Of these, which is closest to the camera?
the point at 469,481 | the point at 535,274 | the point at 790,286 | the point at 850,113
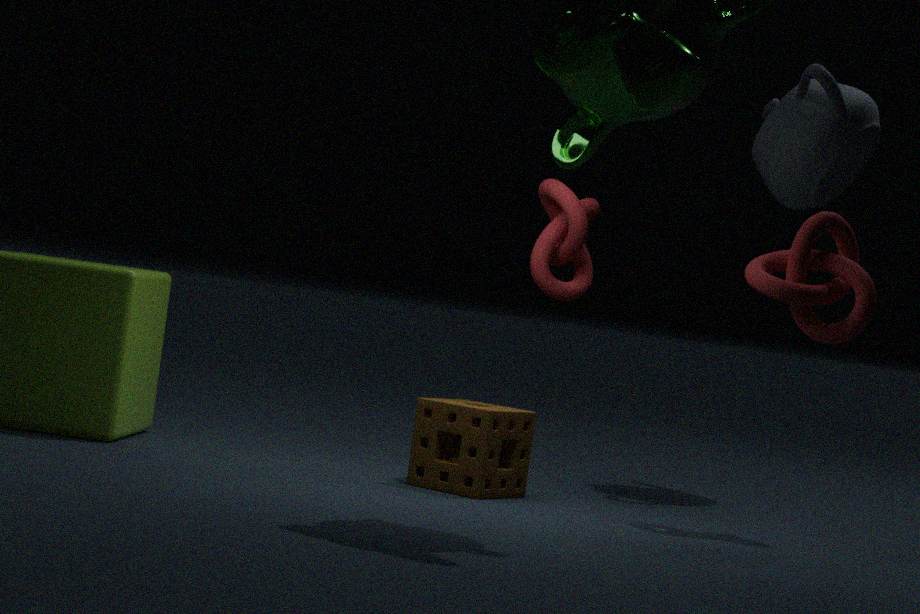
the point at 790,286
